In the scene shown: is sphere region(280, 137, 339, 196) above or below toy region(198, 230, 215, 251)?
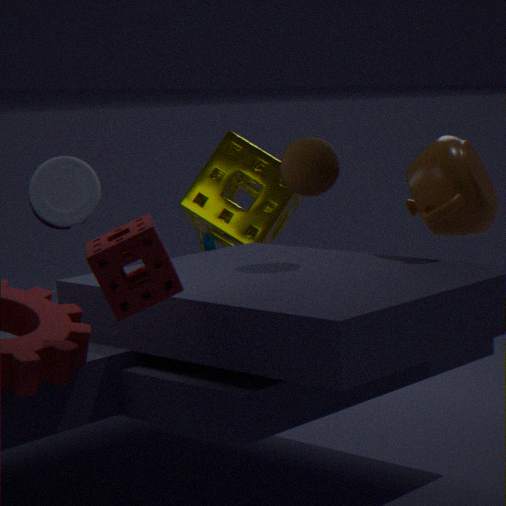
above
